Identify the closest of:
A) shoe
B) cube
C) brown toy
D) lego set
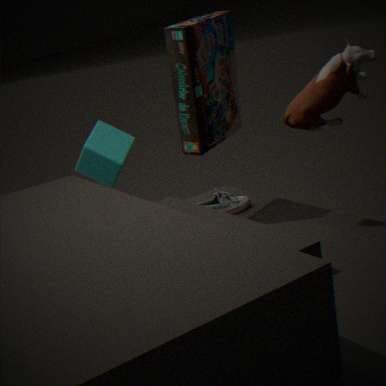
brown toy
